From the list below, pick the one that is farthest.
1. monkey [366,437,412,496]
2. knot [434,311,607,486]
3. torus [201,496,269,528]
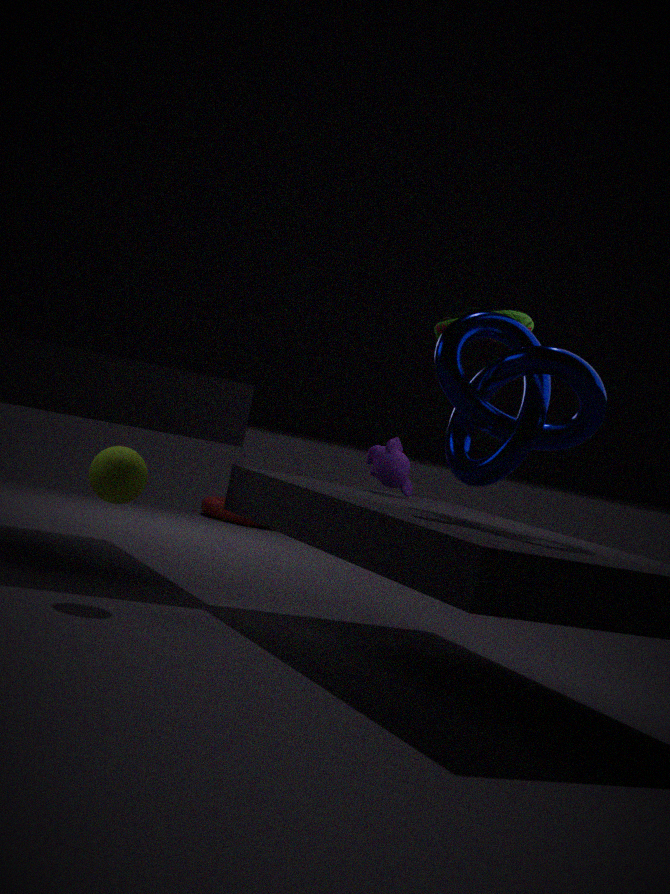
torus [201,496,269,528]
